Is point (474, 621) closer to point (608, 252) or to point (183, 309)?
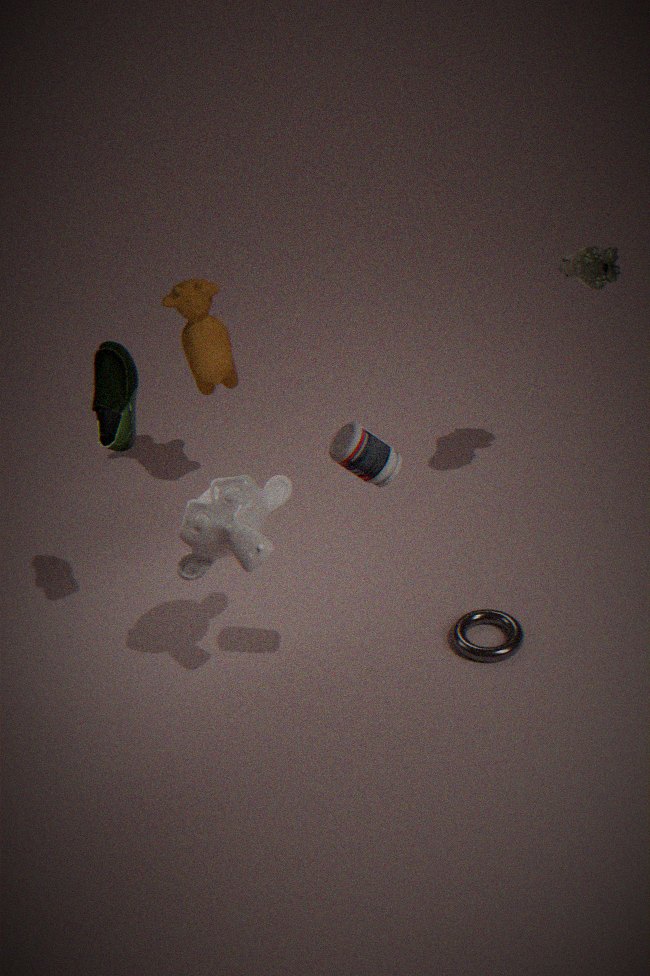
point (608, 252)
